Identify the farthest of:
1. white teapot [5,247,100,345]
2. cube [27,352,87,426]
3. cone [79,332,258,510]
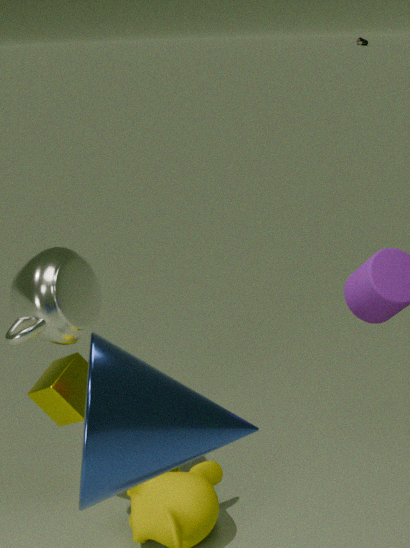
cube [27,352,87,426]
